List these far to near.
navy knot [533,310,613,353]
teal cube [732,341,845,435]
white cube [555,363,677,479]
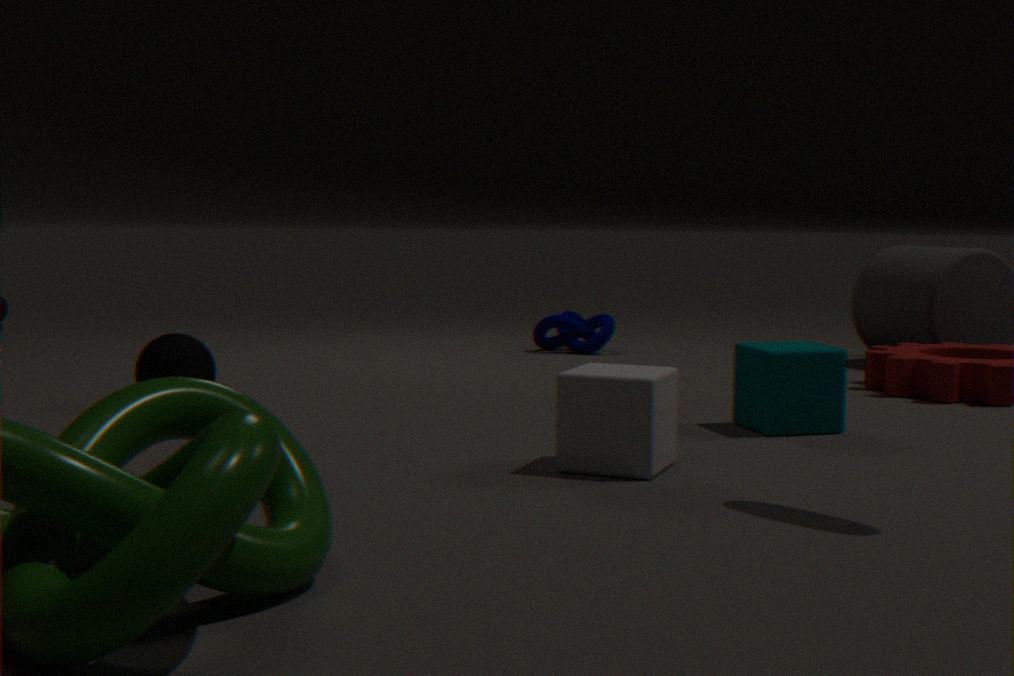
navy knot [533,310,613,353]
teal cube [732,341,845,435]
white cube [555,363,677,479]
